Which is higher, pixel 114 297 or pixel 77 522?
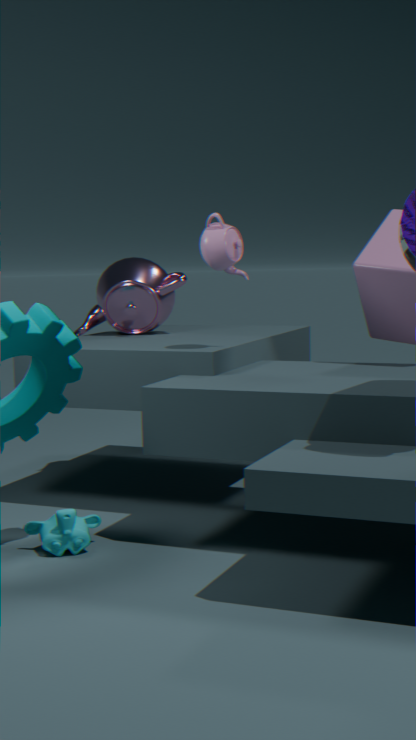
pixel 114 297
